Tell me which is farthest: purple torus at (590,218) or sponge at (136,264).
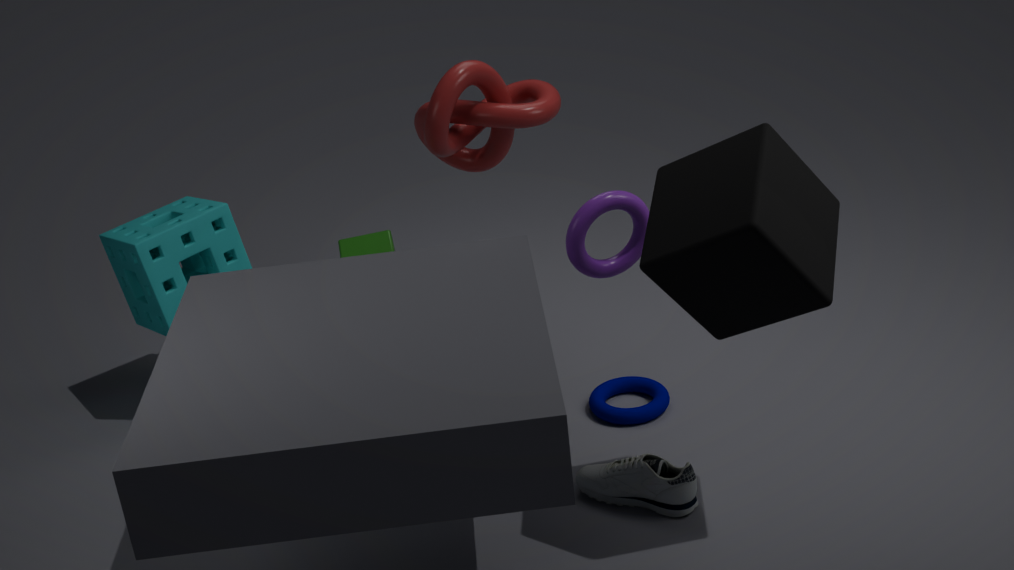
sponge at (136,264)
